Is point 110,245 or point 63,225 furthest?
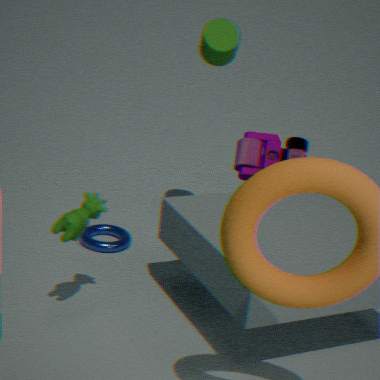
point 110,245
